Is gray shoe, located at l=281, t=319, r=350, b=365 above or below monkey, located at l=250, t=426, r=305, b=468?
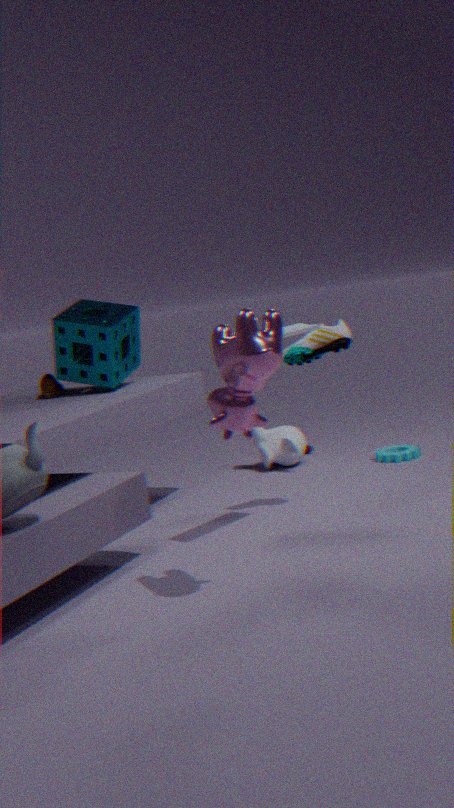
above
